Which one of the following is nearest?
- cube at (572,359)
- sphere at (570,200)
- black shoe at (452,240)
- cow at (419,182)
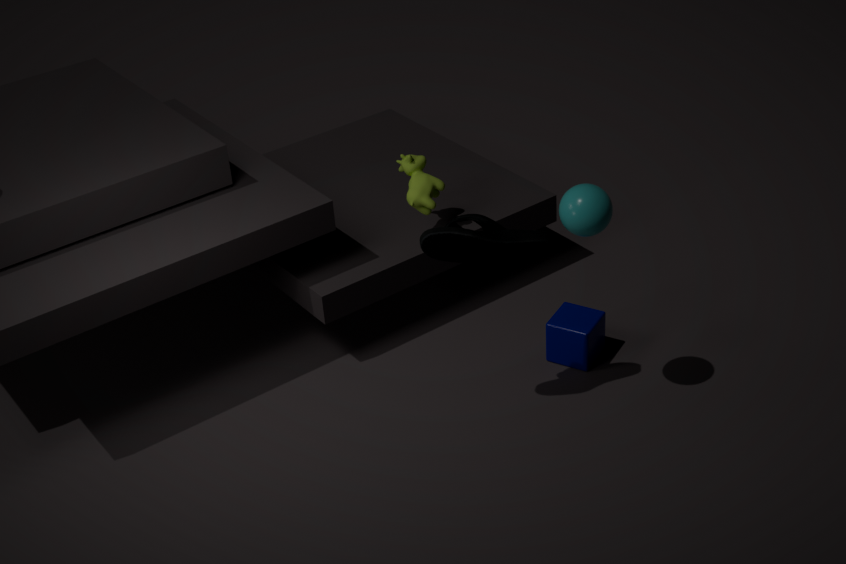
sphere at (570,200)
